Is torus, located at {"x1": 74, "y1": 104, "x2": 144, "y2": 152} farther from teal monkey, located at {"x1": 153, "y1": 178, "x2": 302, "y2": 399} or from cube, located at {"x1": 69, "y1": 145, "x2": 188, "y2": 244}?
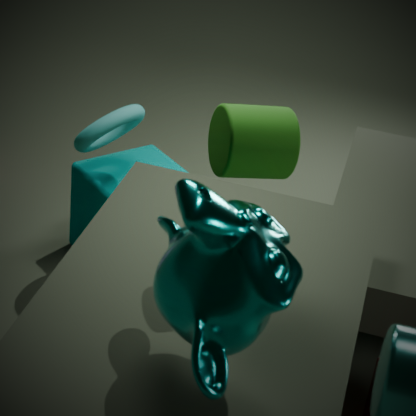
teal monkey, located at {"x1": 153, "y1": 178, "x2": 302, "y2": 399}
